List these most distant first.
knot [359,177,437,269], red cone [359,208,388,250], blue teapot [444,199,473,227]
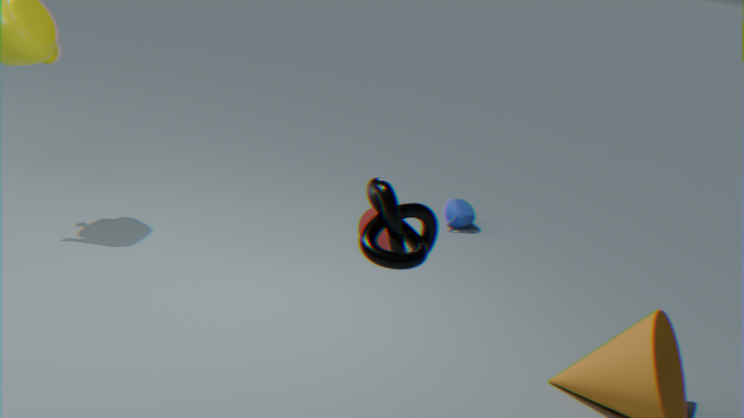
blue teapot [444,199,473,227]
red cone [359,208,388,250]
knot [359,177,437,269]
